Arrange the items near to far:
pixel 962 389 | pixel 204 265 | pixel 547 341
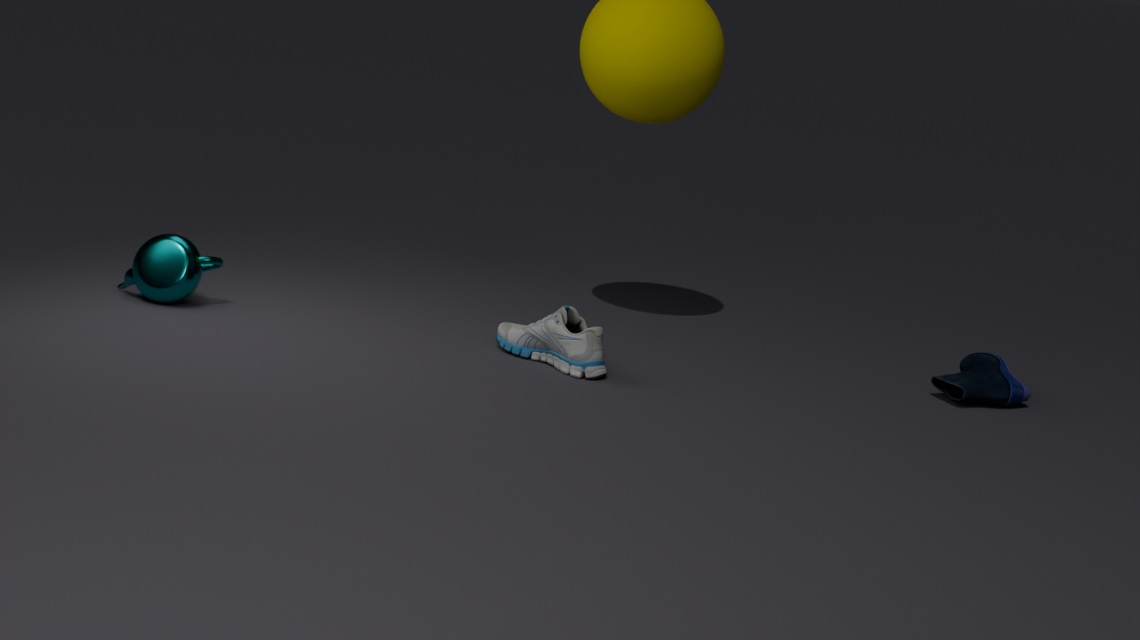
pixel 547 341, pixel 204 265, pixel 962 389
